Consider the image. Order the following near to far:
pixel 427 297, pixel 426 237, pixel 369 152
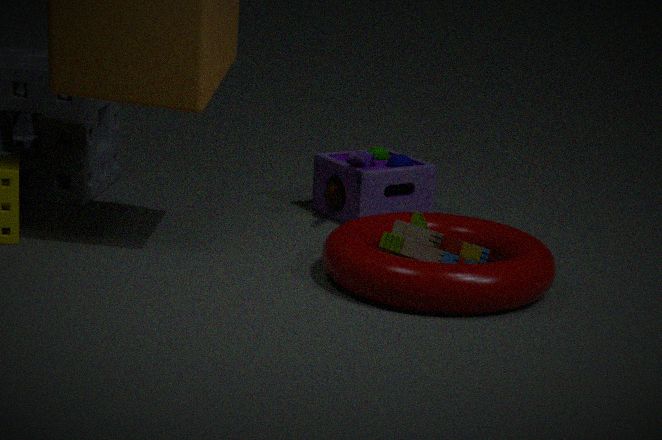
pixel 427 297, pixel 426 237, pixel 369 152
